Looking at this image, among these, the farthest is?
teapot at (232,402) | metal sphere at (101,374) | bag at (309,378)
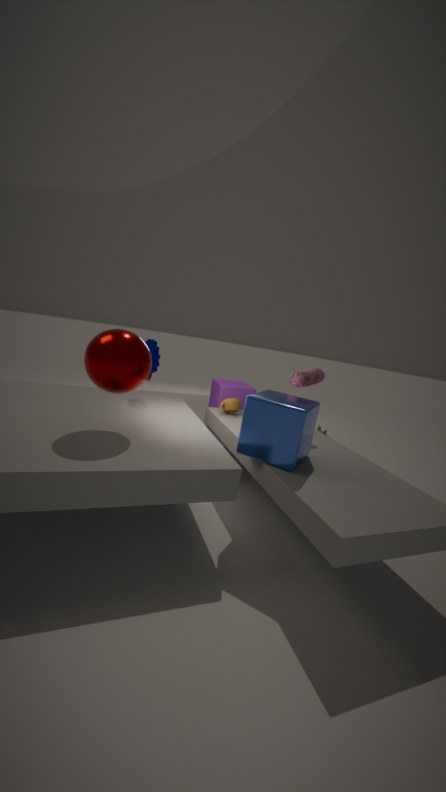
teapot at (232,402)
